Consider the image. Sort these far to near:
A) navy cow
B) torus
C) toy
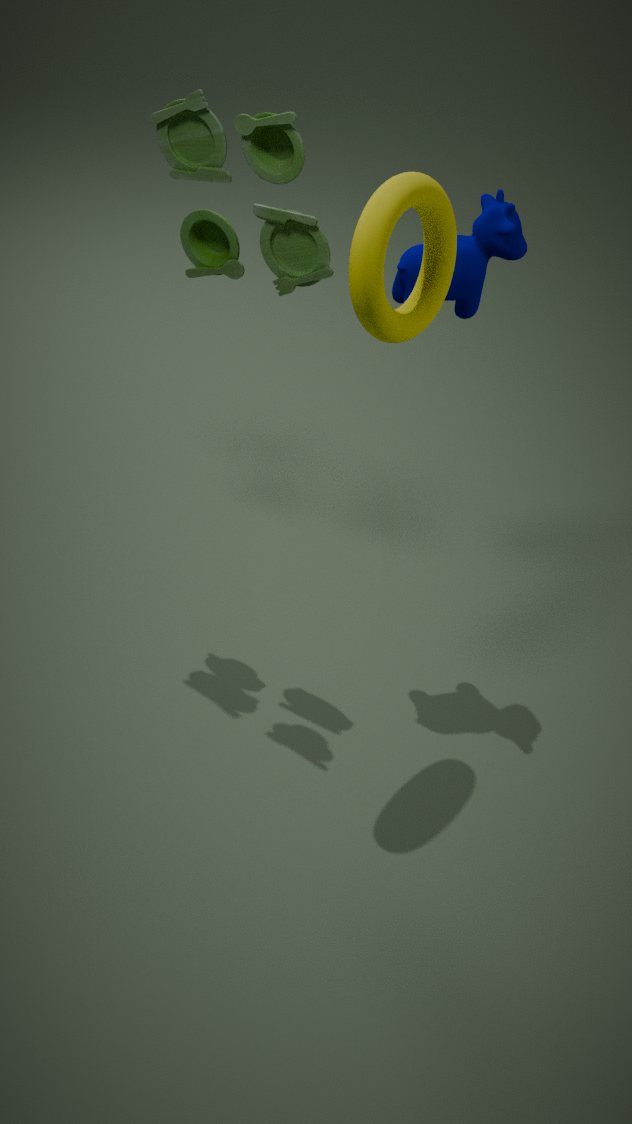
1. navy cow
2. toy
3. torus
